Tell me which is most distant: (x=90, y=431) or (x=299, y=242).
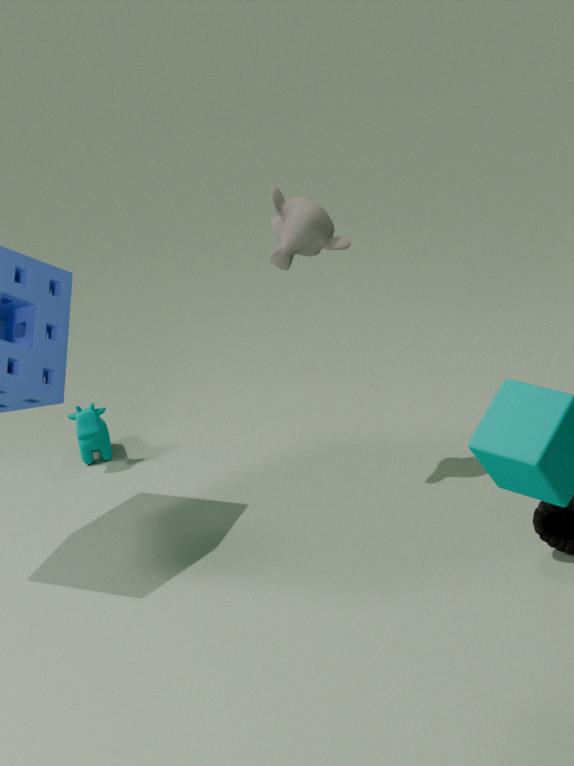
(x=90, y=431)
